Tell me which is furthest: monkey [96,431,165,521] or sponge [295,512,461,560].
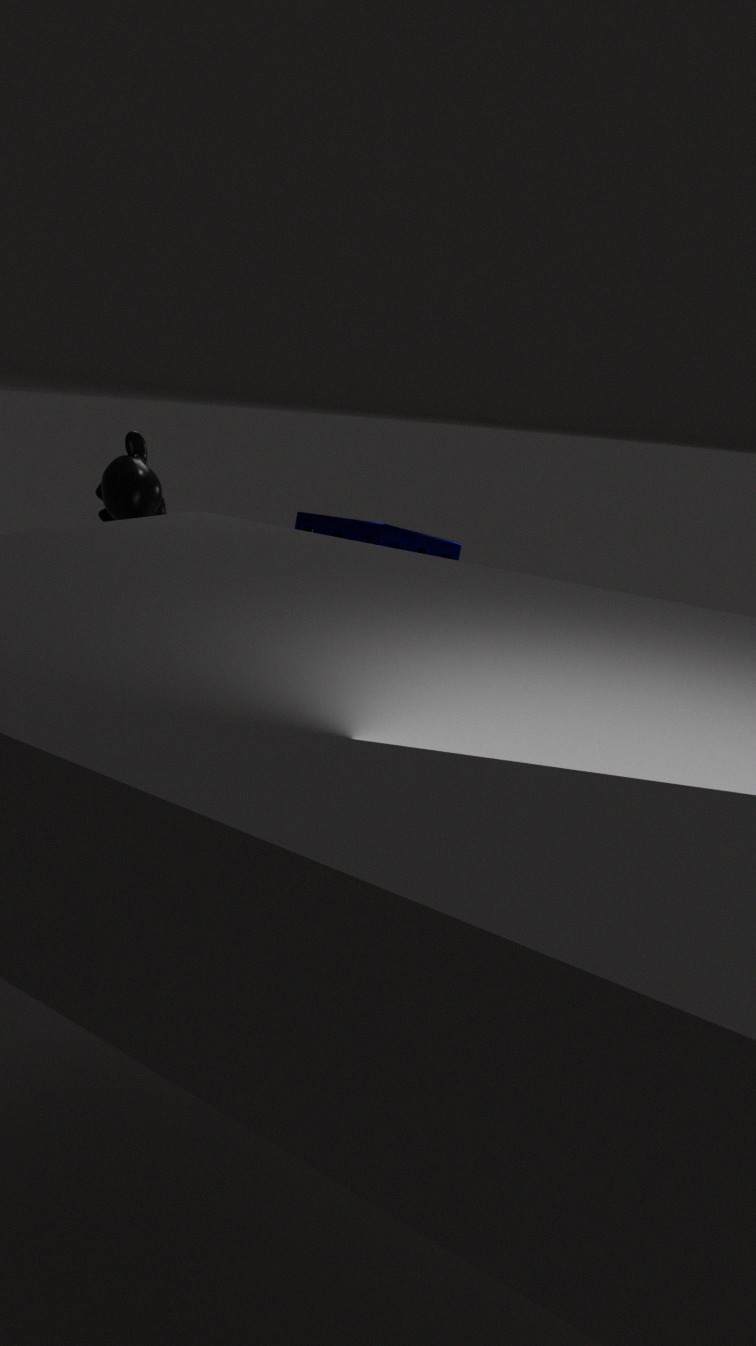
sponge [295,512,461,560]
